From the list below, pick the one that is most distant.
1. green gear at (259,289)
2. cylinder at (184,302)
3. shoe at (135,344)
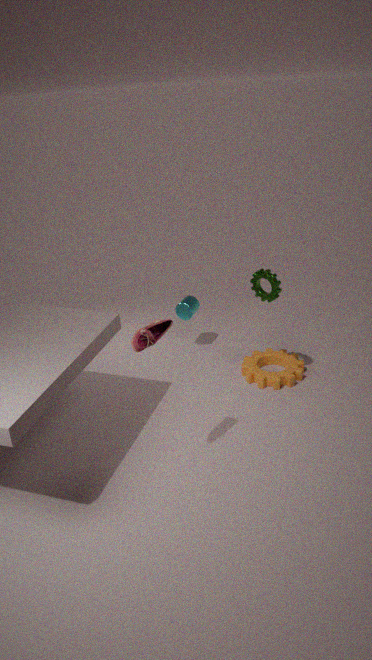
cylinder at (184,302)
